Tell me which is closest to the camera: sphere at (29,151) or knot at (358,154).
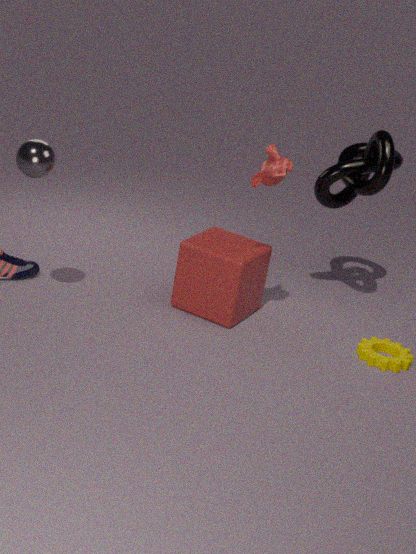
sphere at (29,151)
